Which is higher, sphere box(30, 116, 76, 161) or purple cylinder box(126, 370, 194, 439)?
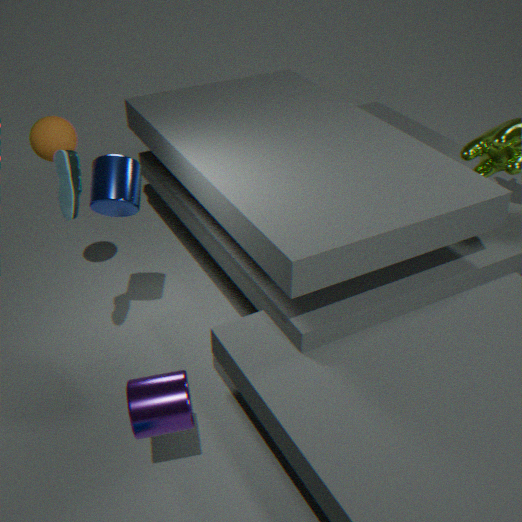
sphere box(30, 116, 76, 161)
